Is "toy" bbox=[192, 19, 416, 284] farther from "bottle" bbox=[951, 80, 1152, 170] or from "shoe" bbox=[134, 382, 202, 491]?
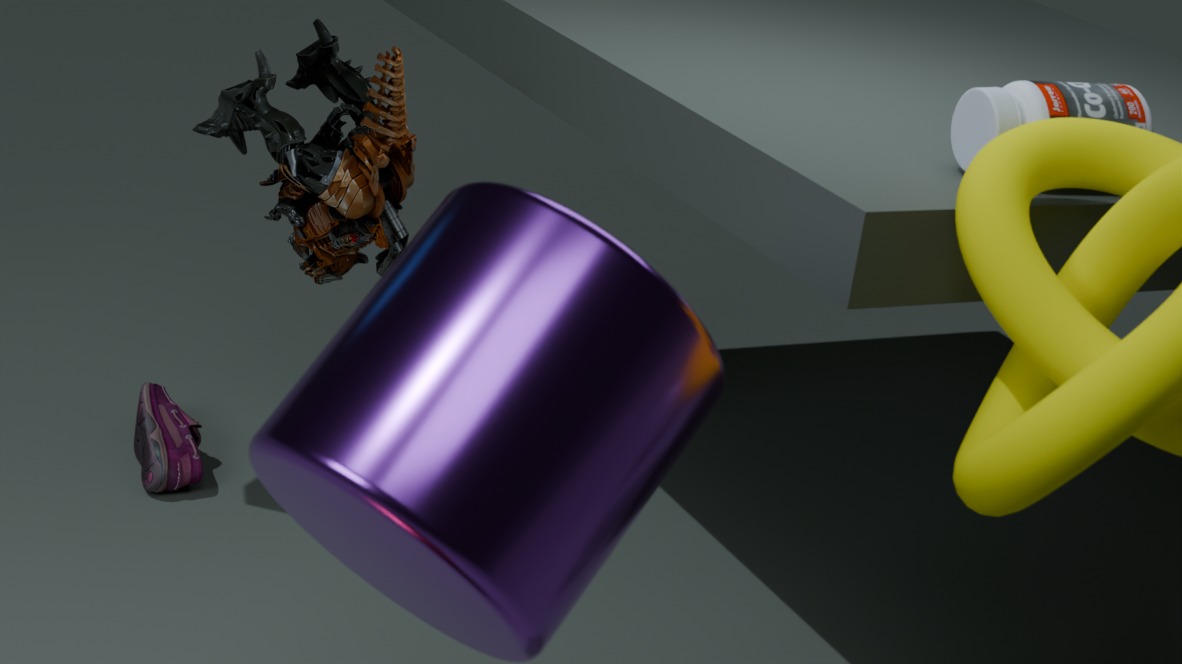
"bottle" bbox=[951, 80, 1152, 170]
